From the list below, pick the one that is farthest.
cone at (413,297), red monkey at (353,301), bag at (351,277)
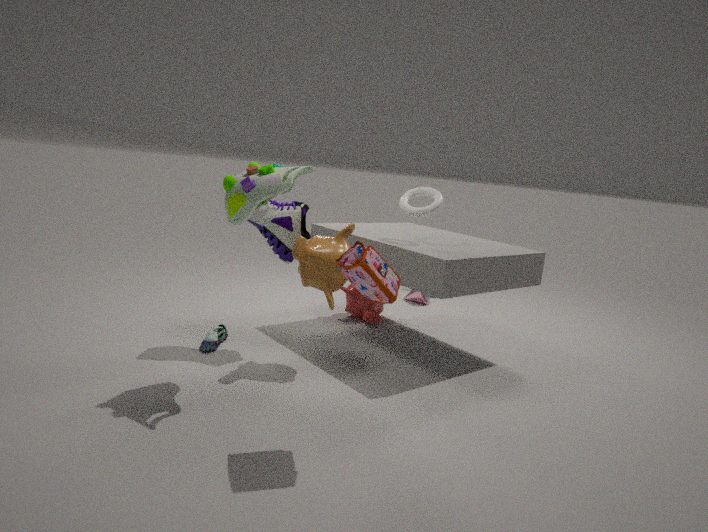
cone at (413,297)
